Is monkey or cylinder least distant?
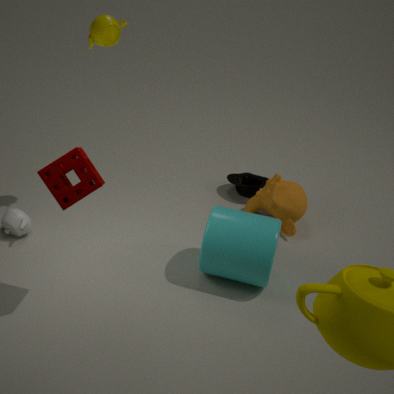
cylinder
